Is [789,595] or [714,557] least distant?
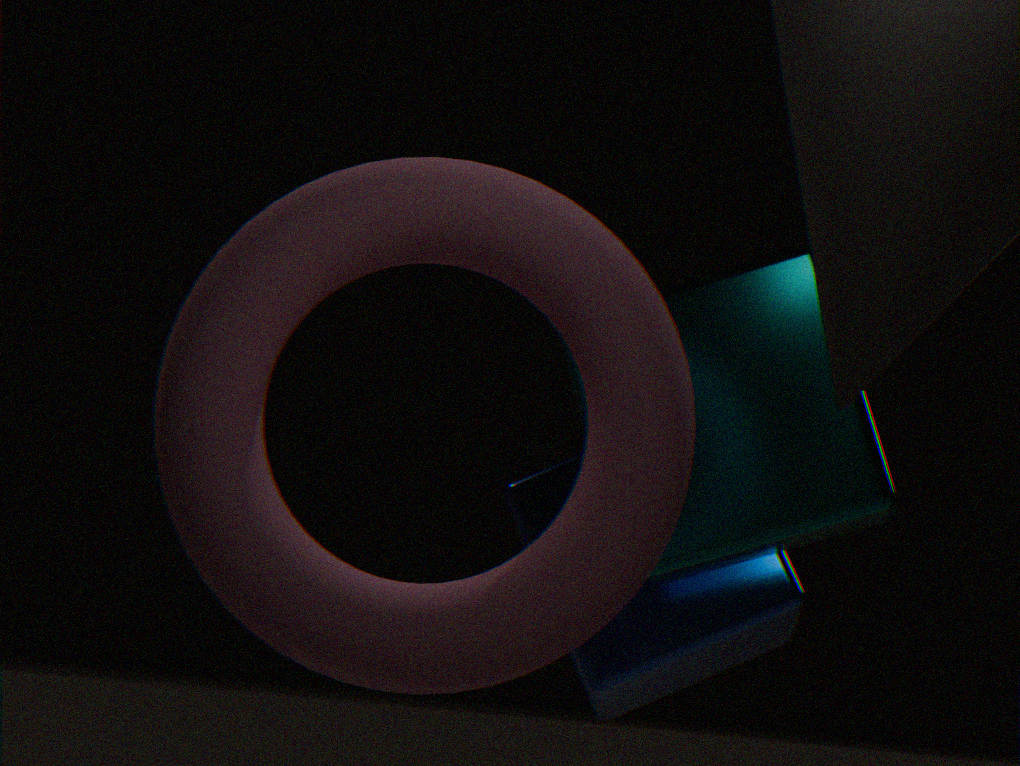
[714,557]
